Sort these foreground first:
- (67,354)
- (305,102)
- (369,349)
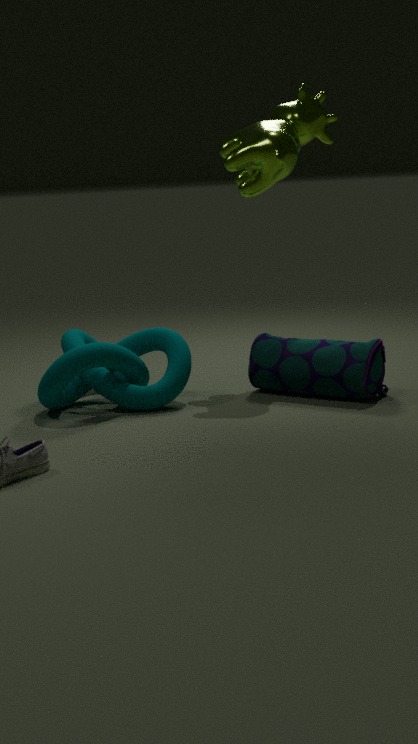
(67,354), (369,349), (305,102)
